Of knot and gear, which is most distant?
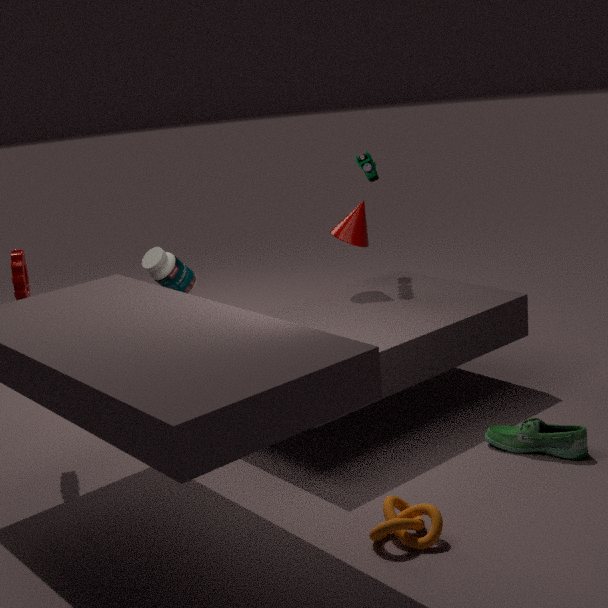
gear
